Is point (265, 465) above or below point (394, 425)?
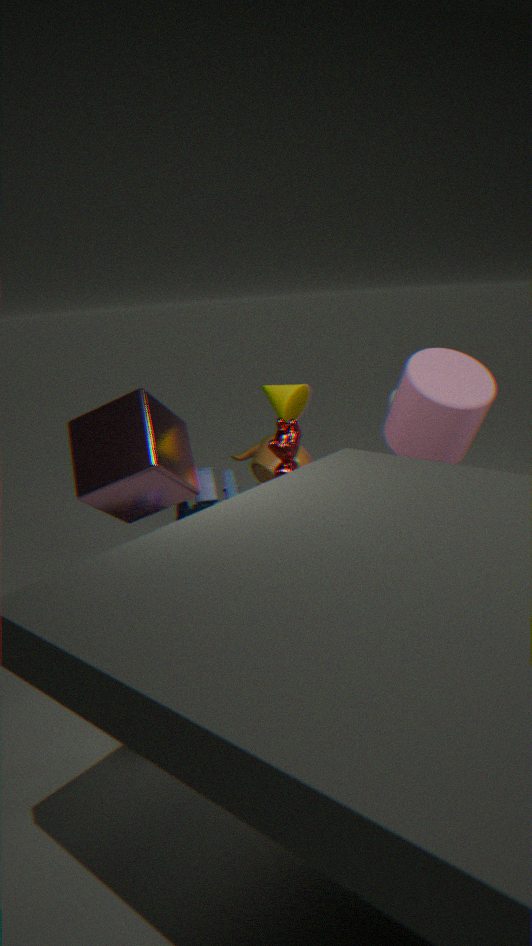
below
